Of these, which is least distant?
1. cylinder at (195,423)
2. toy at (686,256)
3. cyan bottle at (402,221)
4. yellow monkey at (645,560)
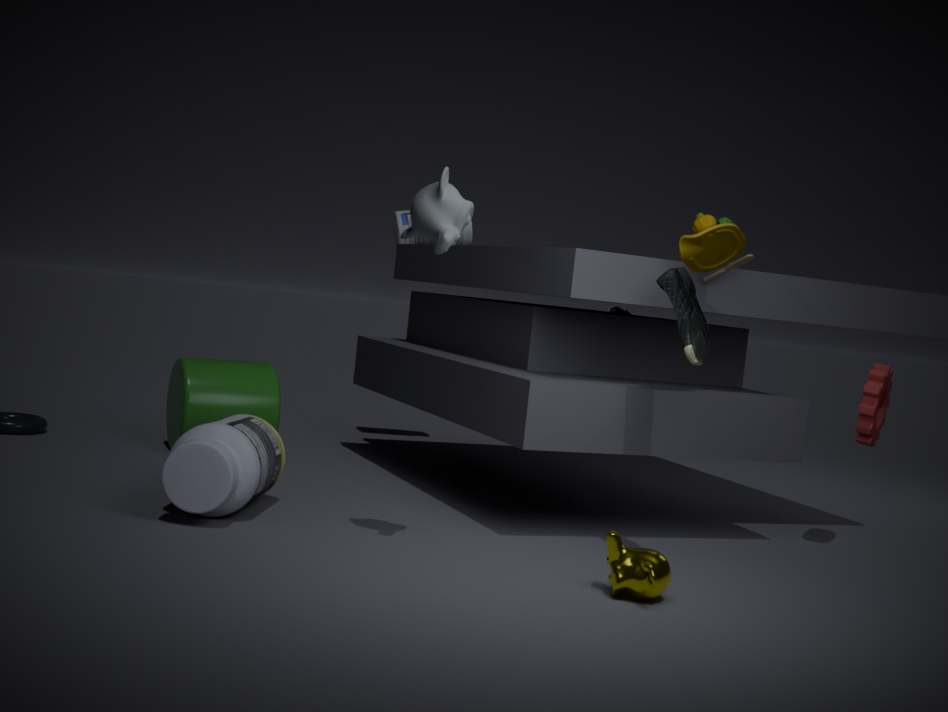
yellow monkey at (645,560)
